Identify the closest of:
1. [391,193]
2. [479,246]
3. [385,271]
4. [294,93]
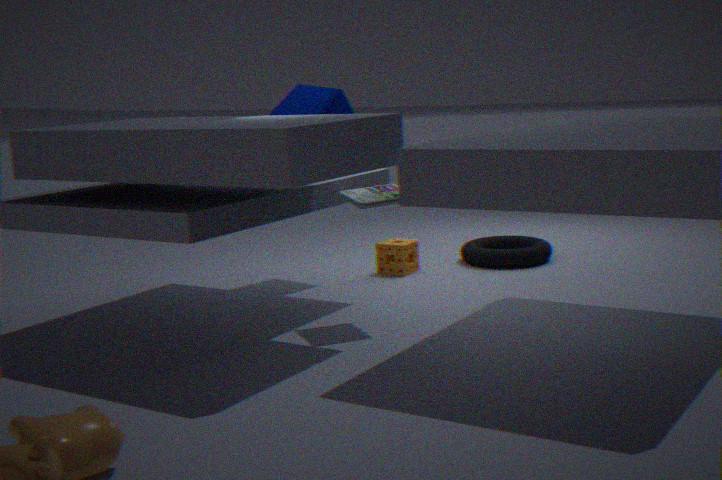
[391,193]
